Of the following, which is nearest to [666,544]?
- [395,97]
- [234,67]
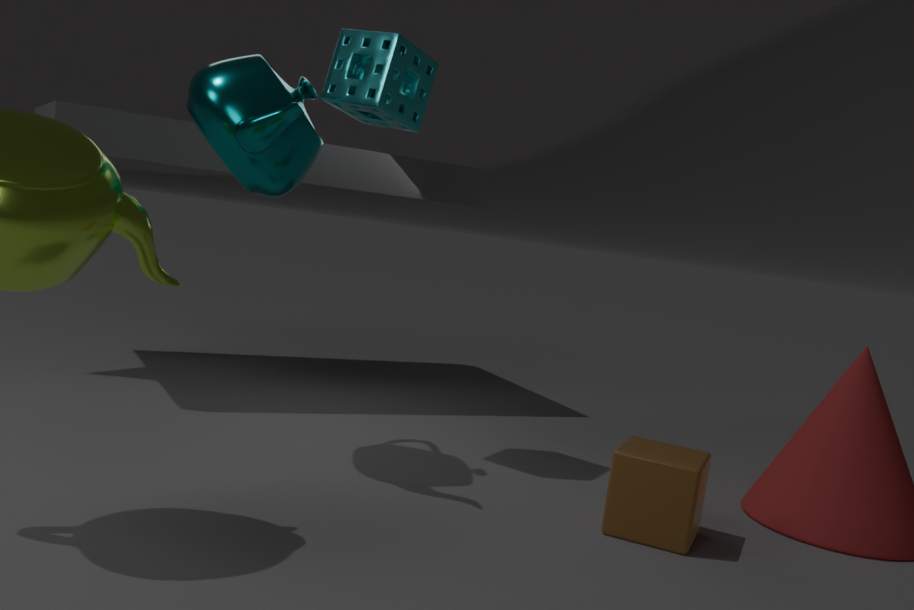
[395,97]
